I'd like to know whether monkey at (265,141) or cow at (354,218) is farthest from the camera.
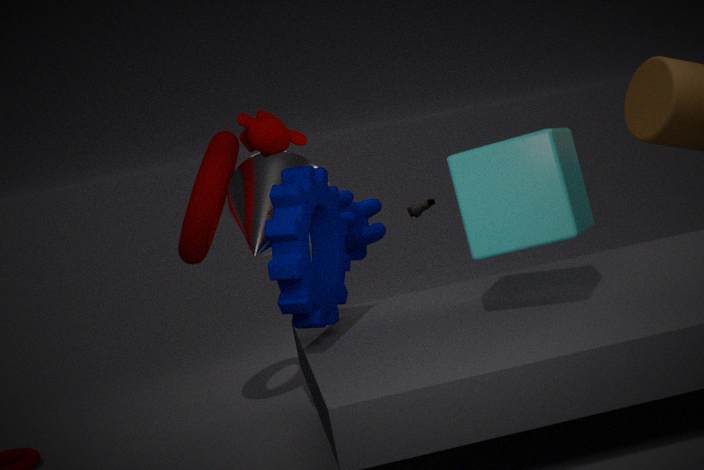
cow at (354,218)
